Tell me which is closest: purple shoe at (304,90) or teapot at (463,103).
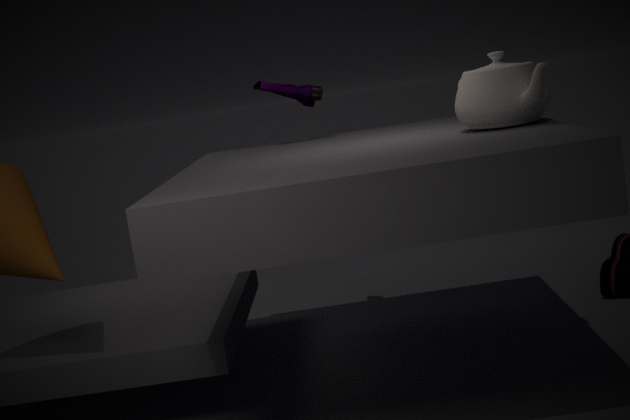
teapot at (463,103)
